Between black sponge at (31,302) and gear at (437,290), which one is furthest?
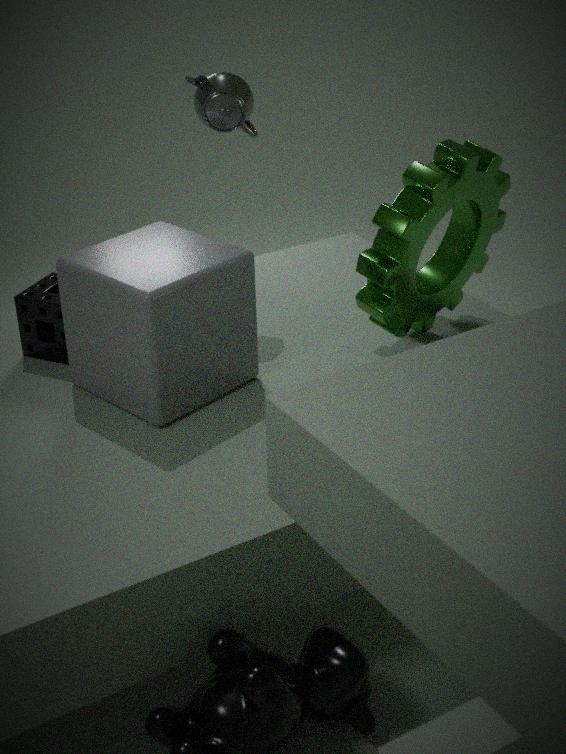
black sponge at (31,302)
